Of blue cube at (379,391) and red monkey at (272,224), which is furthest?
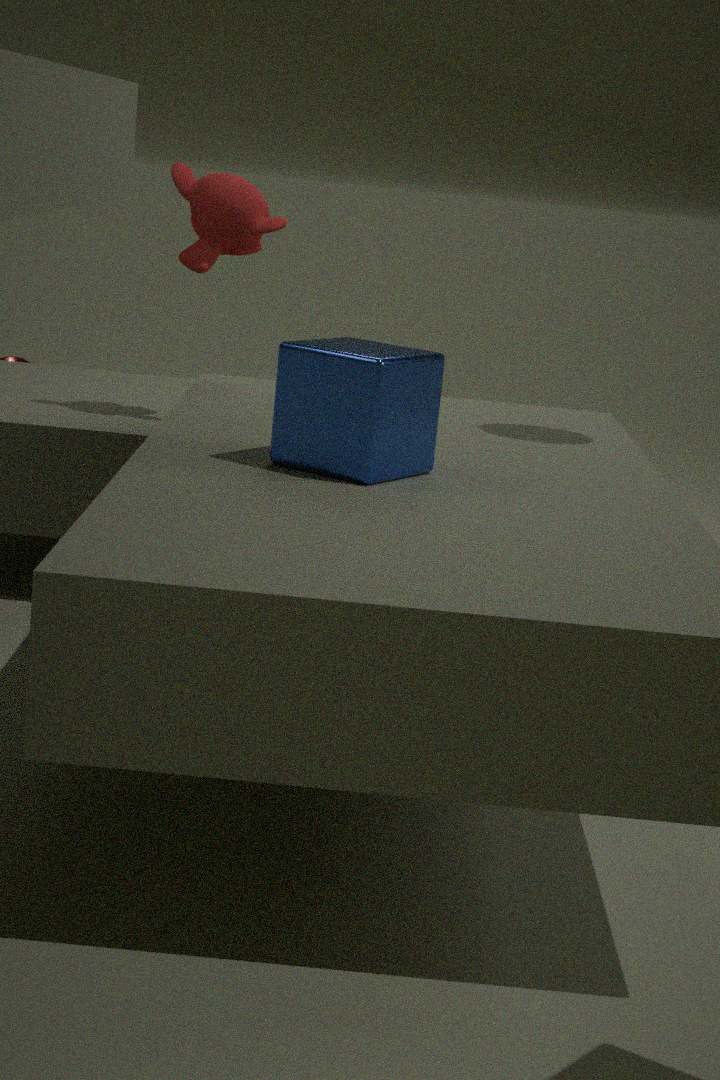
red monkey at (272,224)
